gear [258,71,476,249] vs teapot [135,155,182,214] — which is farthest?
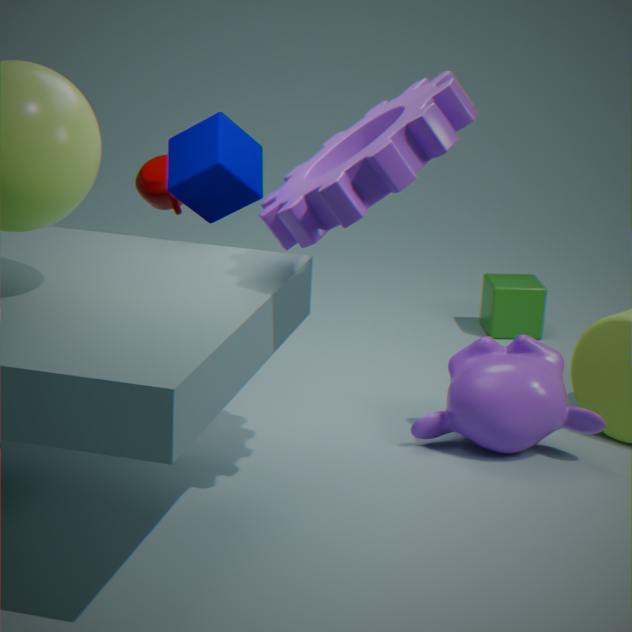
teapot [135,155,182,214]
